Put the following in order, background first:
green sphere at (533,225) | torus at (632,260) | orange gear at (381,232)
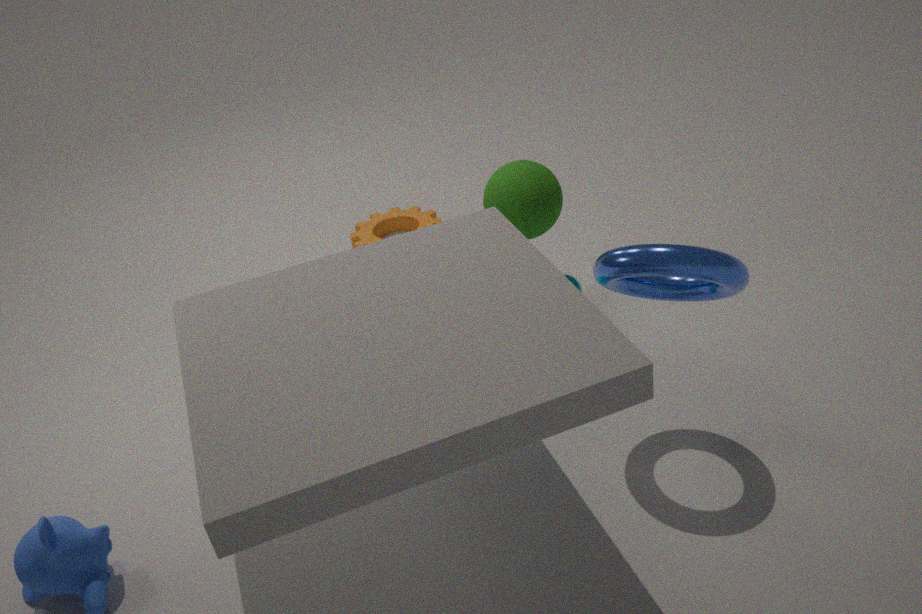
orange gear at (381,232), green sphere at (533,225), torus at (632,260)
